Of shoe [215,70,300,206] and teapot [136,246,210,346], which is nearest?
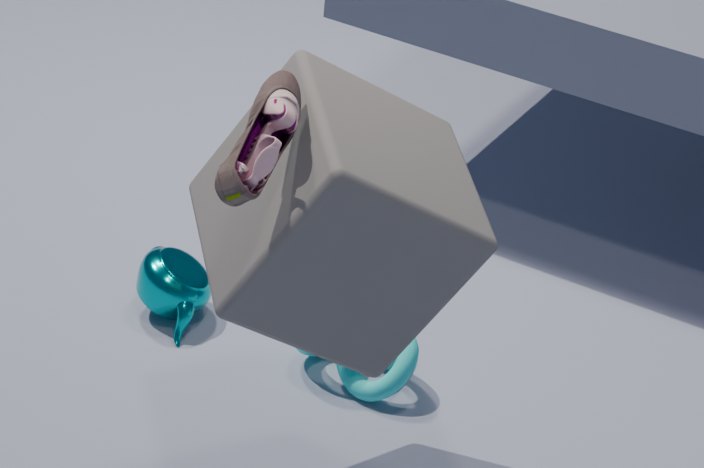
shoe [215,70,300,206]
